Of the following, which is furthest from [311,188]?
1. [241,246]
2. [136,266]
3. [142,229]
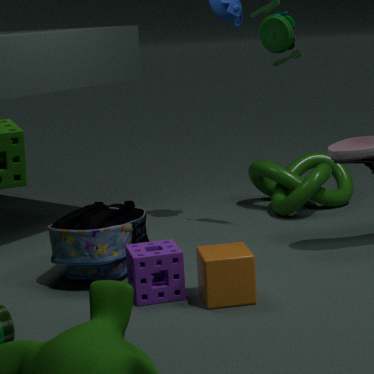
[136,266]
